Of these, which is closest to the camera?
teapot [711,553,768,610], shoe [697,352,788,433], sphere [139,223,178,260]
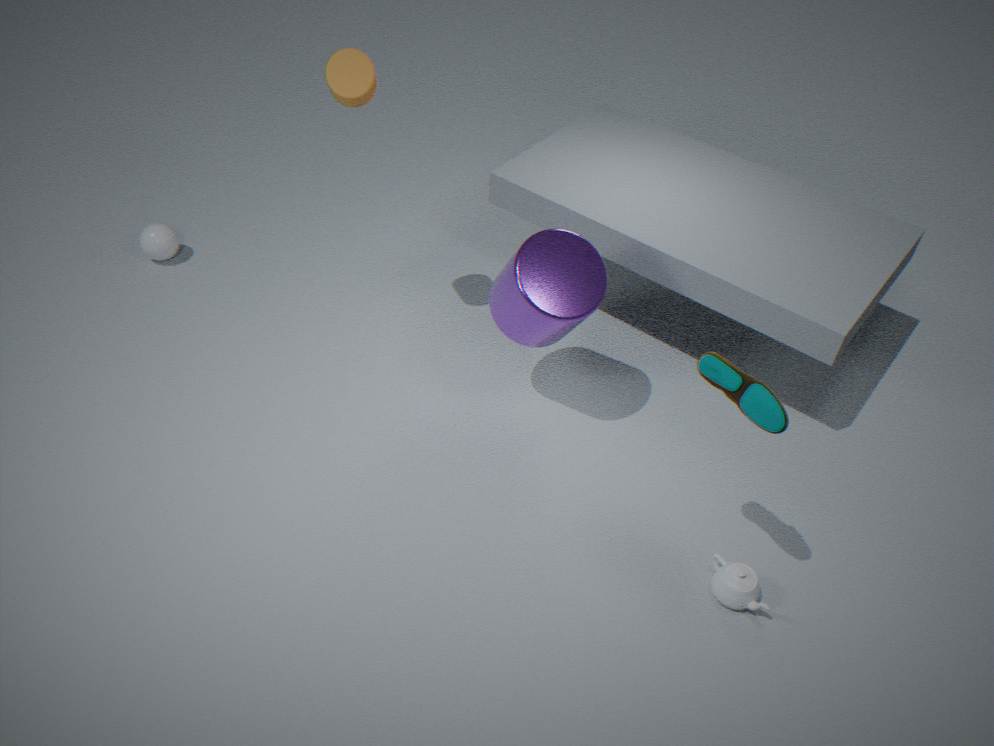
shoe [697,352,788,433]
